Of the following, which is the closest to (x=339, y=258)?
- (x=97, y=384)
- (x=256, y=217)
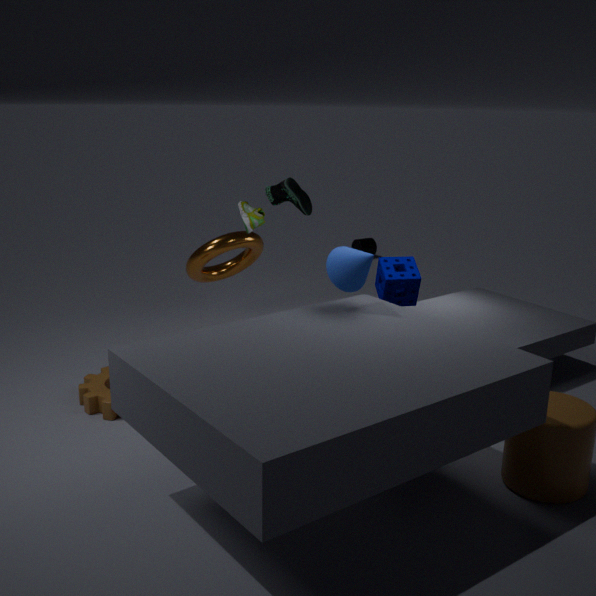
(x=256, y=217)
